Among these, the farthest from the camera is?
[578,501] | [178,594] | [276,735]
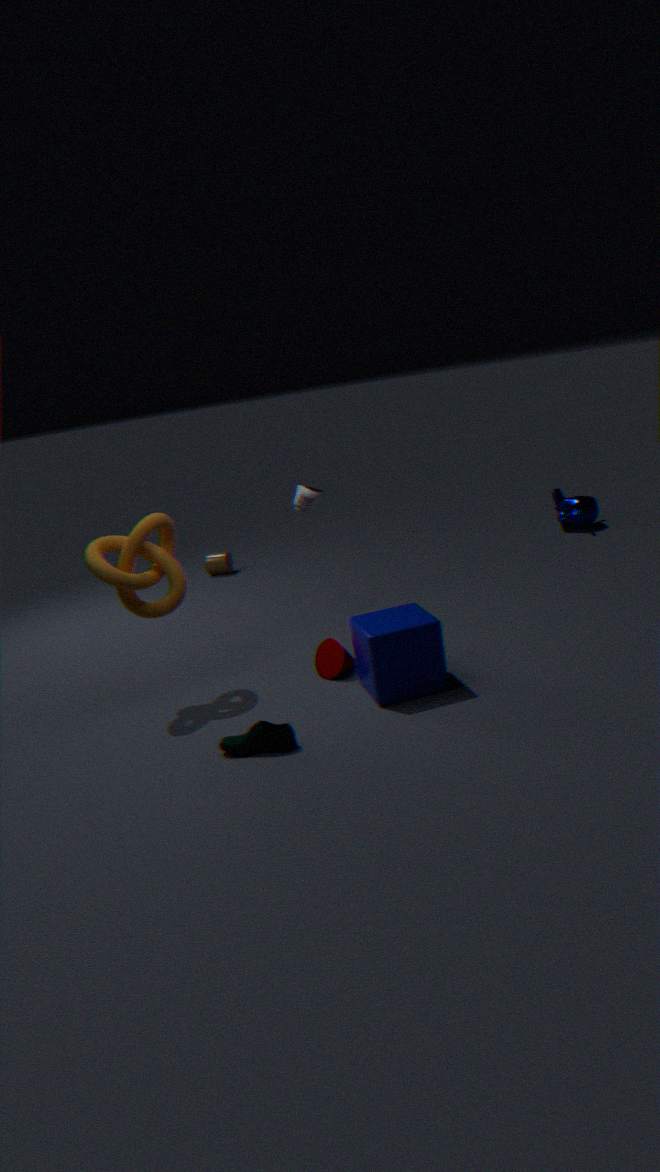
[578,501]
